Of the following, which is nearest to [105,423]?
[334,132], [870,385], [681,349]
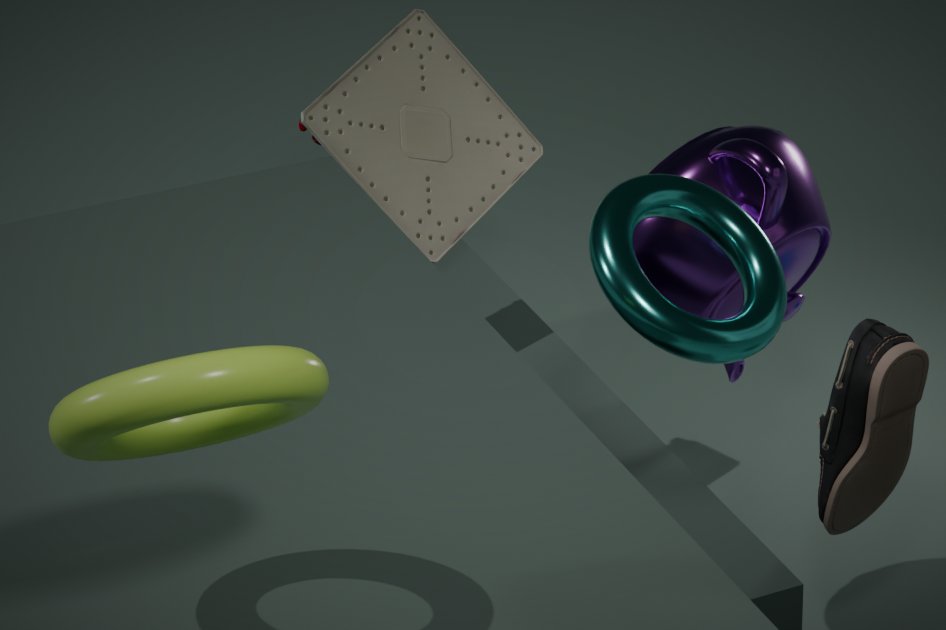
[681,349]
